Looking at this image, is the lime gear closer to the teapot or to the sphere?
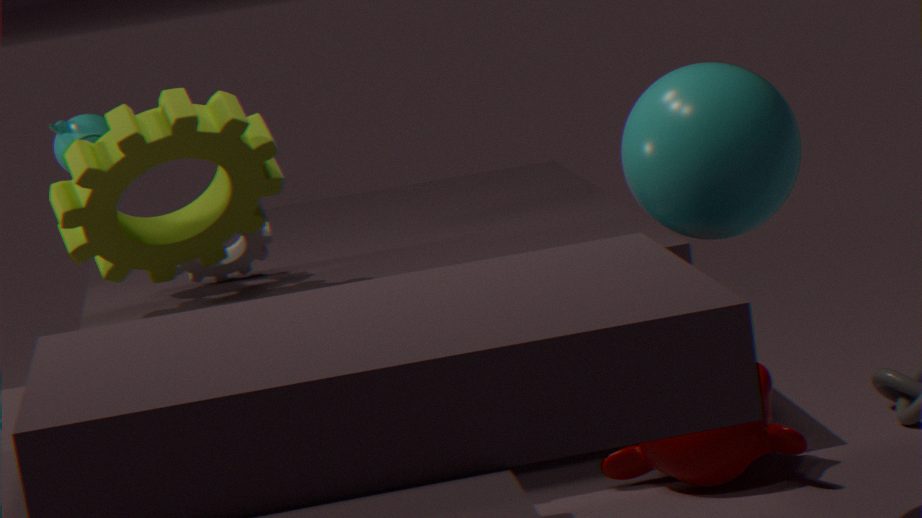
the teapot
